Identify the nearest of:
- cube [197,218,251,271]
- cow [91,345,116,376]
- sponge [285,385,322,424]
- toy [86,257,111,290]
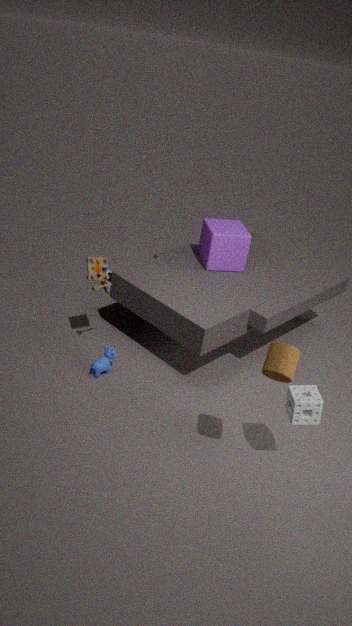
sponge [285,385,322,424]
